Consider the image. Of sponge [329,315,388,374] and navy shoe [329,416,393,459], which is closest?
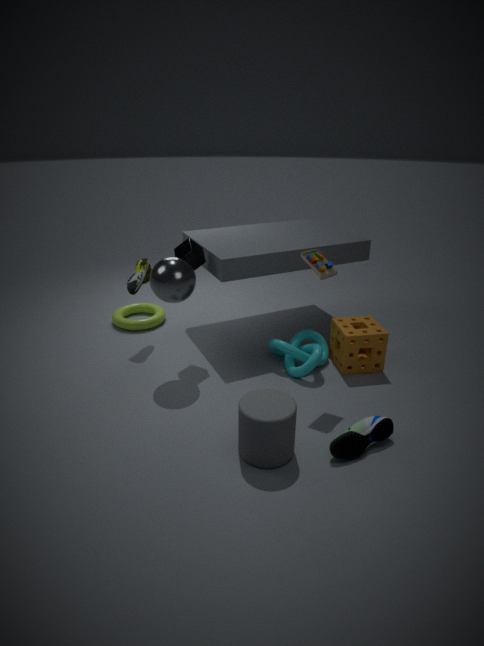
navy shoe [329,416,393,459]
